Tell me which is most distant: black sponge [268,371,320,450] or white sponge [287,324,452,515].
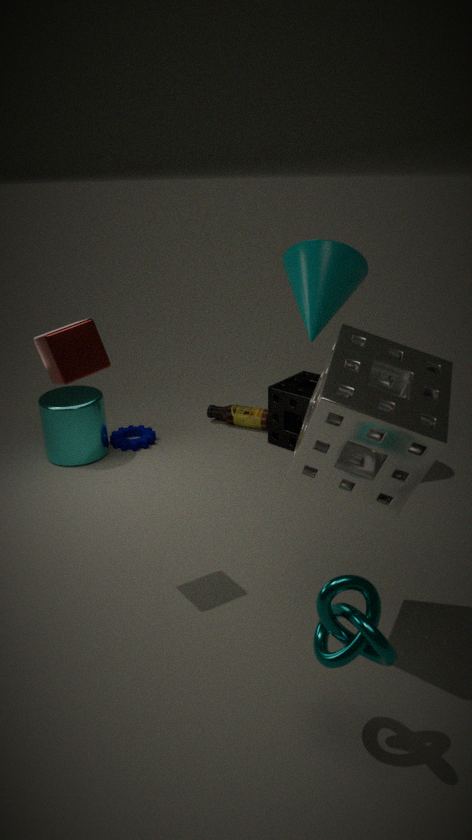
black sponge [268,371,320,450]
